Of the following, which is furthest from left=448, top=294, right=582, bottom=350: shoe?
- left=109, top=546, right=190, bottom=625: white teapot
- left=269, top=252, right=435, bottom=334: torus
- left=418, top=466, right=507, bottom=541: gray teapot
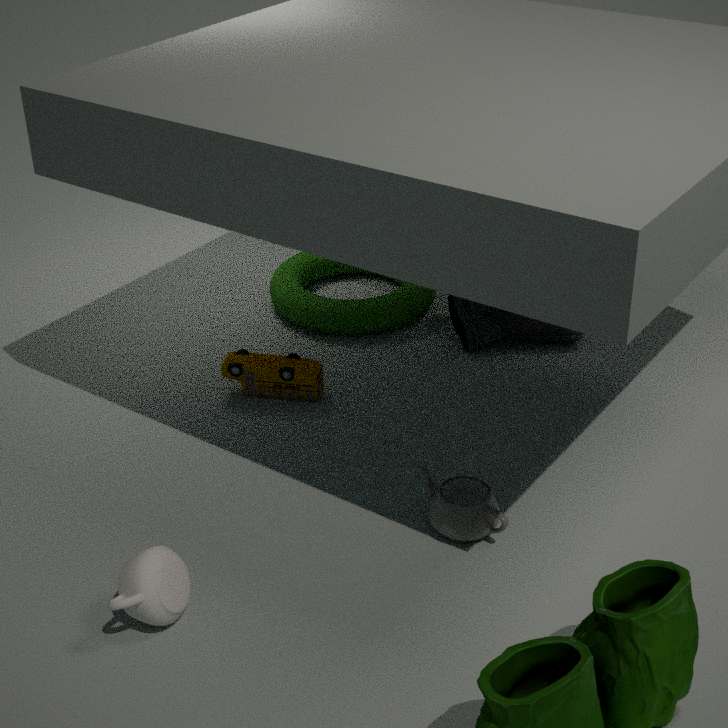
left=109, top=546, right=190, bottom=625: white teapot
